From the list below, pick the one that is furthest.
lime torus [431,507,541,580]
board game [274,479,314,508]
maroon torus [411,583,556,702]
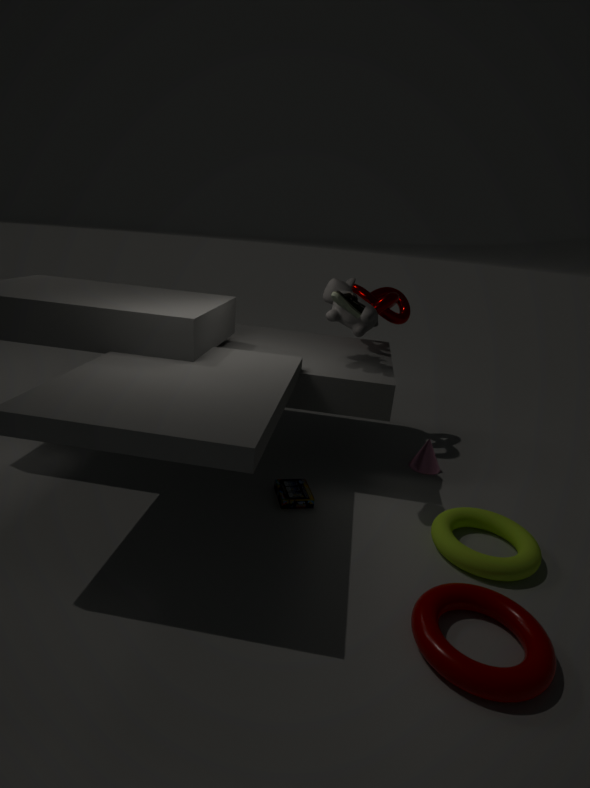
board game [274,479,314,508]
